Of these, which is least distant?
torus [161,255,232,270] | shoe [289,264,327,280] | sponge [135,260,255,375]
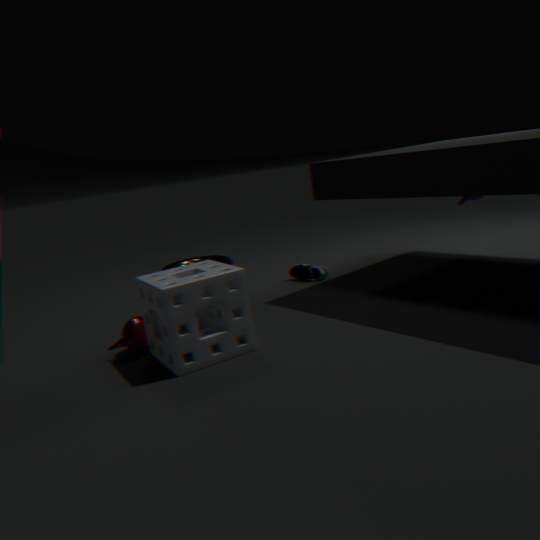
sponge [135,260,255,375]
